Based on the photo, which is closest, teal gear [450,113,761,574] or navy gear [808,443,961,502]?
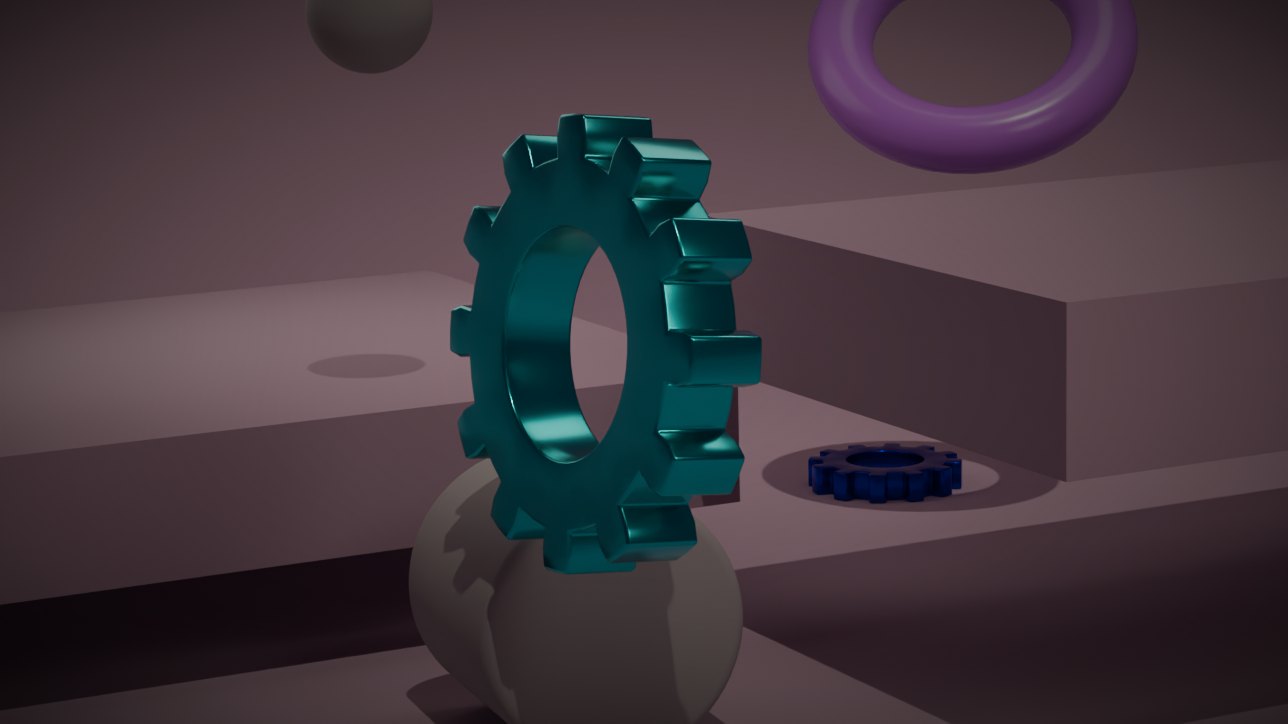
teal gear [450,113,761,574]
